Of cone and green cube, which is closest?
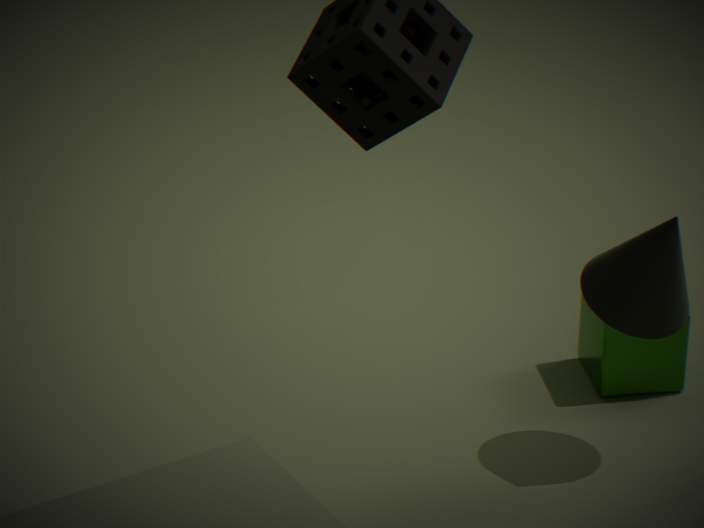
cone
